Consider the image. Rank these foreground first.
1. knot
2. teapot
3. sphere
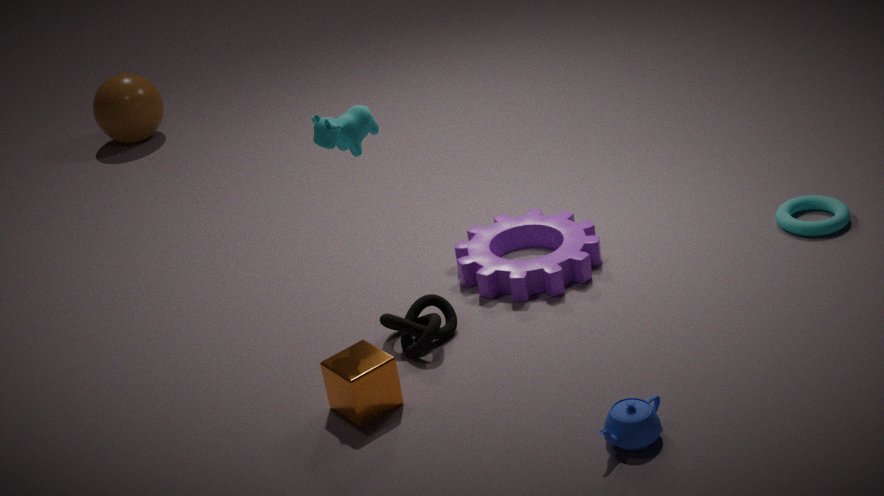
teapot < knot < sphere
